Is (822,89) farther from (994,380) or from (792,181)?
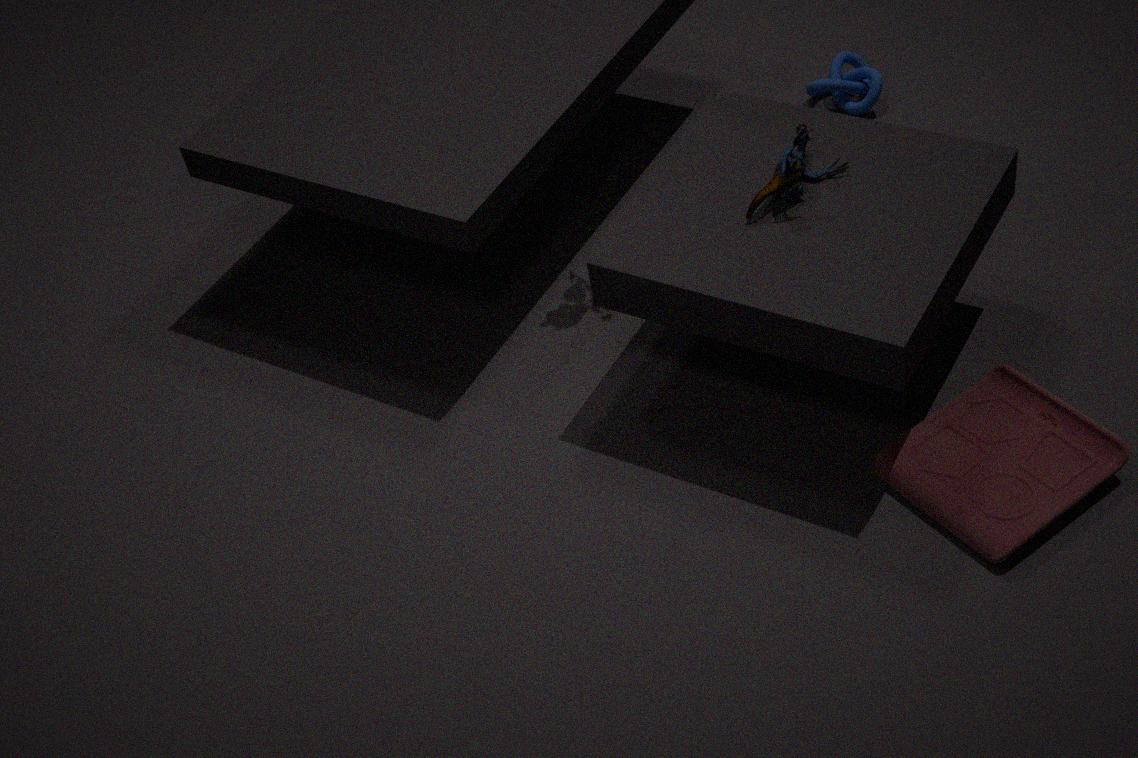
(994,380)
